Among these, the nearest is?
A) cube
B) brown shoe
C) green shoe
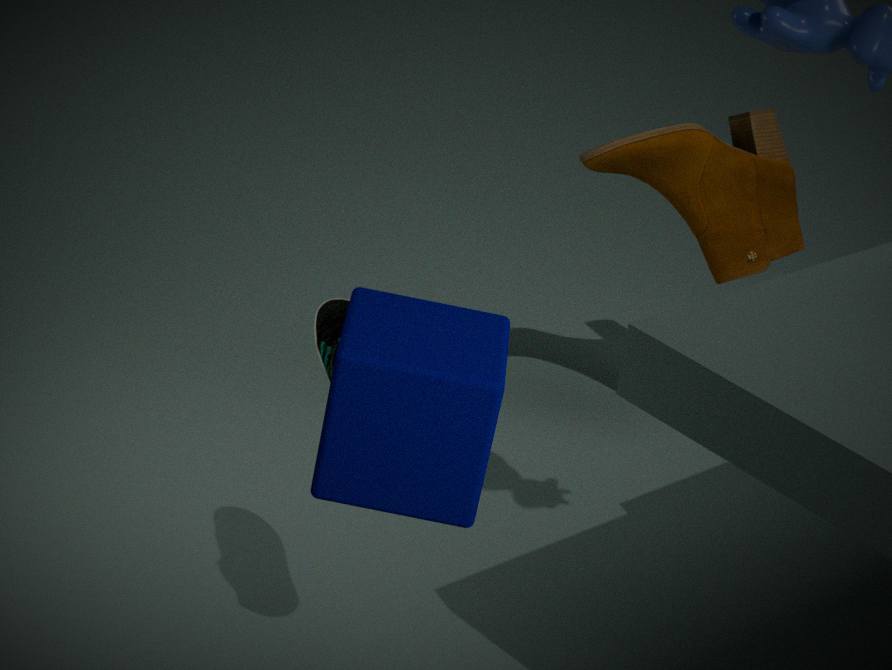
cube
